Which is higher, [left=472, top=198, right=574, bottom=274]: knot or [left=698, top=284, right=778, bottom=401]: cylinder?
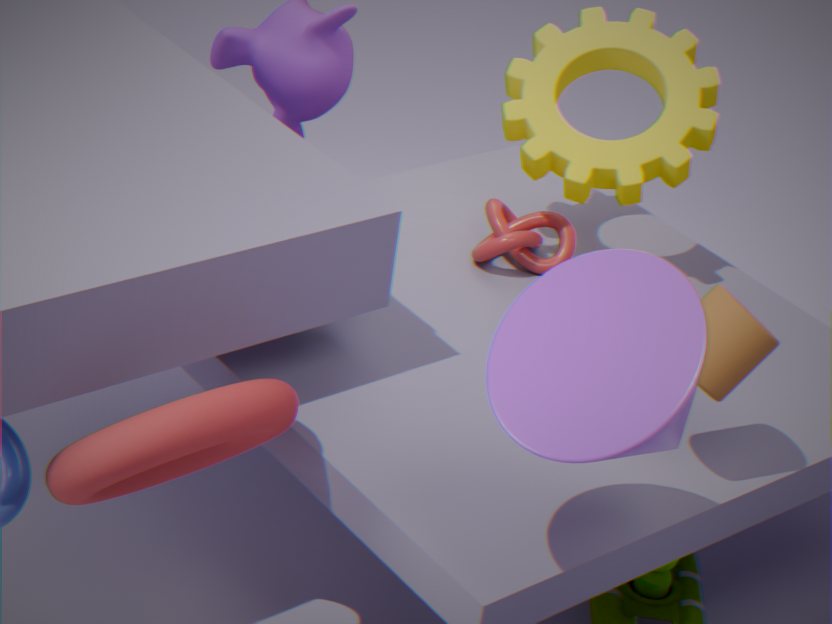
[left=698, top=284, right=778, bottom=401]: cylinder
